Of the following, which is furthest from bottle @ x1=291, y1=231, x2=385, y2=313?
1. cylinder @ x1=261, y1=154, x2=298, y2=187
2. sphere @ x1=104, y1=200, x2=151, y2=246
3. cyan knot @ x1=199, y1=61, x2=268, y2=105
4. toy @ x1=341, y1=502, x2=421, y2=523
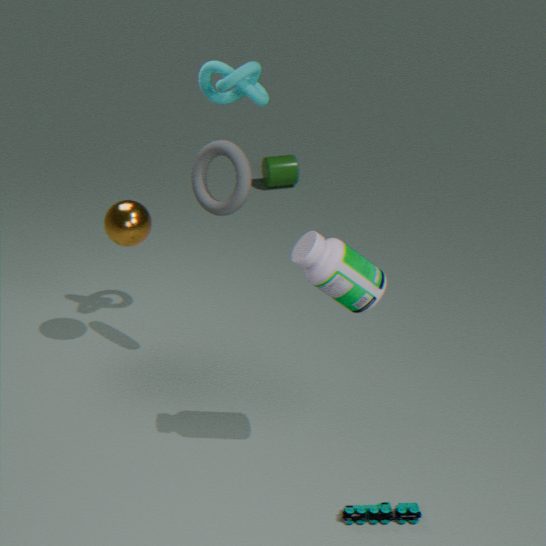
cylinder @ x1=261, y1=154, x2=298, y2=187
